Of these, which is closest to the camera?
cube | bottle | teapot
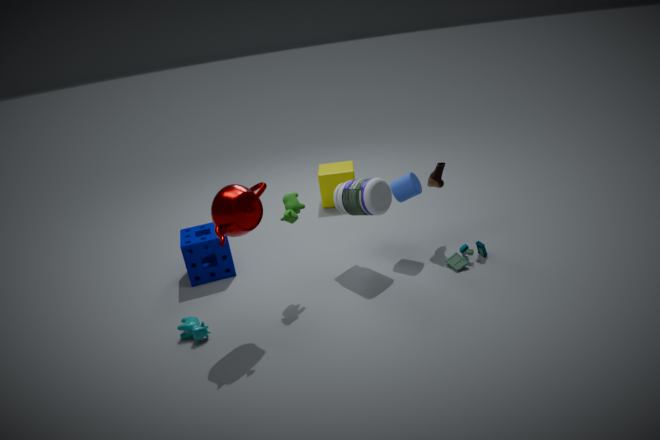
teapot
